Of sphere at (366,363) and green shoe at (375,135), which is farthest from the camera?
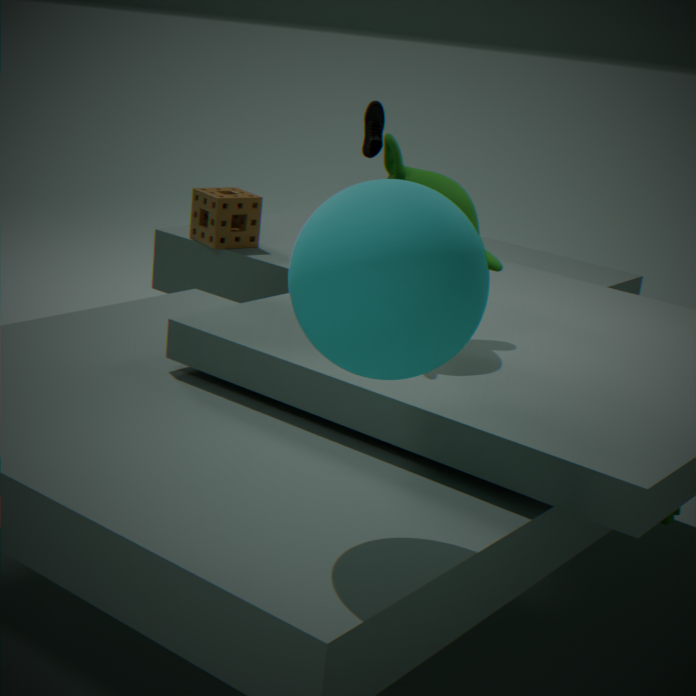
green shoe at (375,135)
